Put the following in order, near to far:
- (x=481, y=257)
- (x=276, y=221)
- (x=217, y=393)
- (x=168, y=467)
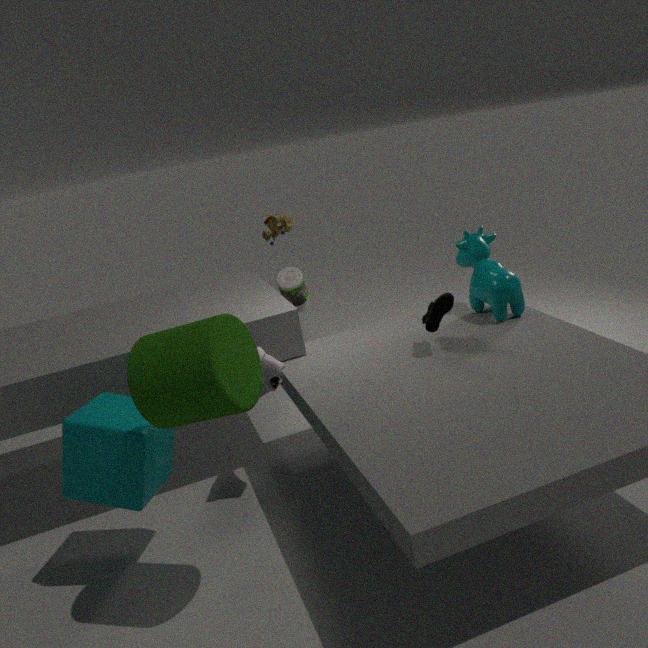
1. (x=217, y=393)
2. (x=168, y=467)
3. (x=481, y=257)
4. (x=276, y=221)
